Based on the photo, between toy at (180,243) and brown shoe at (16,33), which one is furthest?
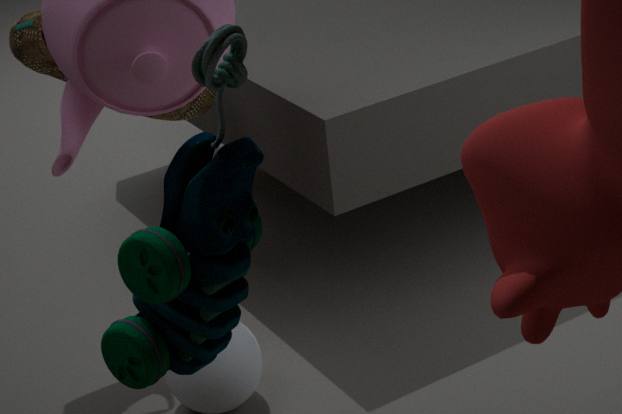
brown shoe at (16,33)
